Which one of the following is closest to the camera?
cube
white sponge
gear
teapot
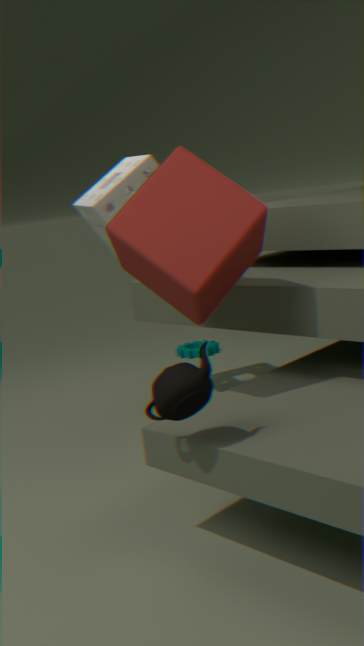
teapot
